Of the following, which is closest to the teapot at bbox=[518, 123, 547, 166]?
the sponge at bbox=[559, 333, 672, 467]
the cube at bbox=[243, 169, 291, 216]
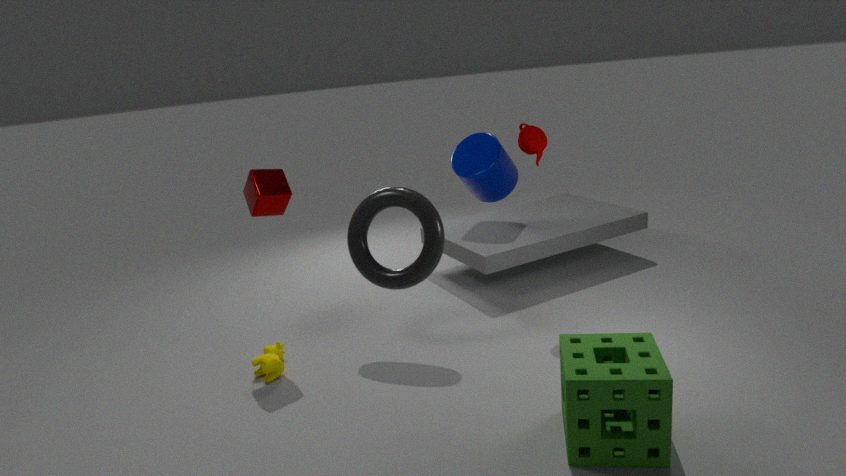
the sponge at bbox=[559, 333, 672, 467]
